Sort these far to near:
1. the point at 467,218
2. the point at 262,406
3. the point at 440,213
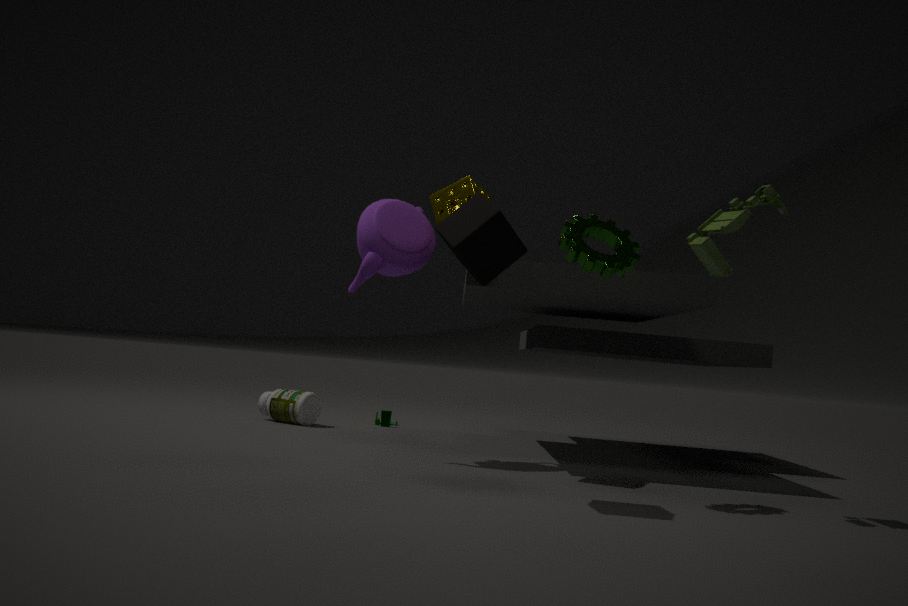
the point at 262,406
the point at 440,213
the point at 467,218
